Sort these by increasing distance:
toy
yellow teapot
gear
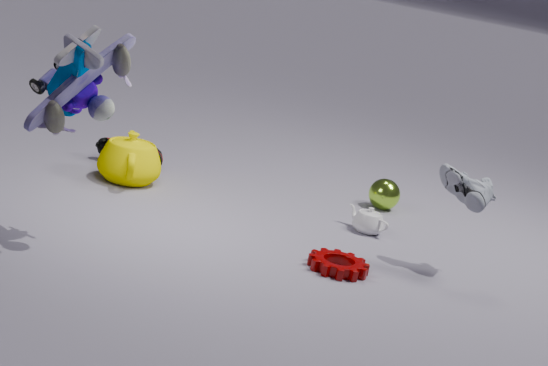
toy < gear < yellow teapot
